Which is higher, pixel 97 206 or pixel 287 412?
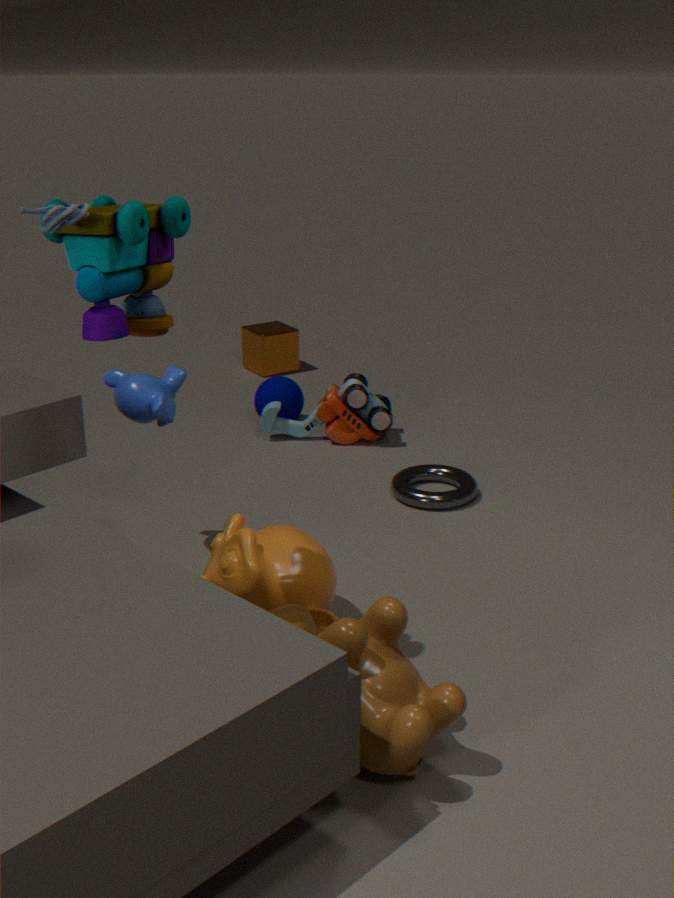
pixel 97 206
